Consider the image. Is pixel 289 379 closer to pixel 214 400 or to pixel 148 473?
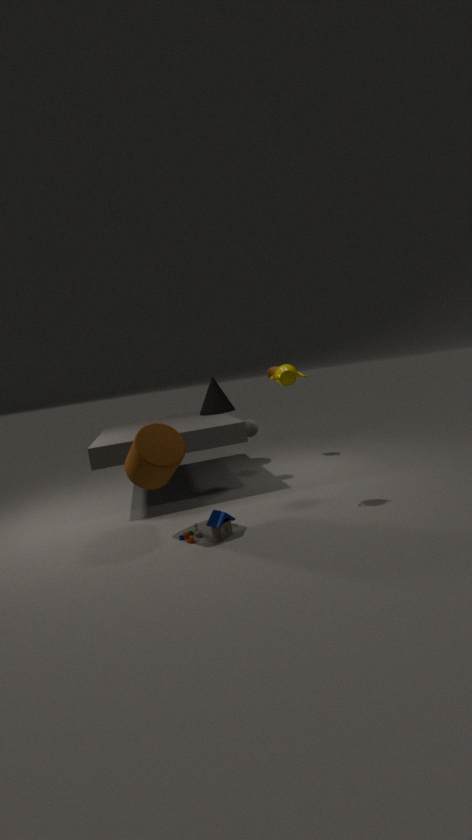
pixel 148 473
